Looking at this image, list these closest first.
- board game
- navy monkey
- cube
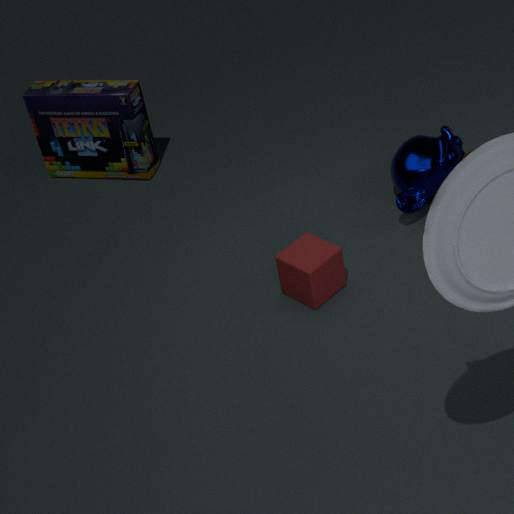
cube
navy monkey
board game
